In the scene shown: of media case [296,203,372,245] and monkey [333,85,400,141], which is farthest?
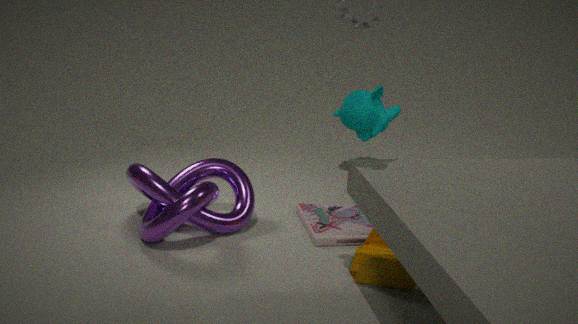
media case [296,203,372,245]
